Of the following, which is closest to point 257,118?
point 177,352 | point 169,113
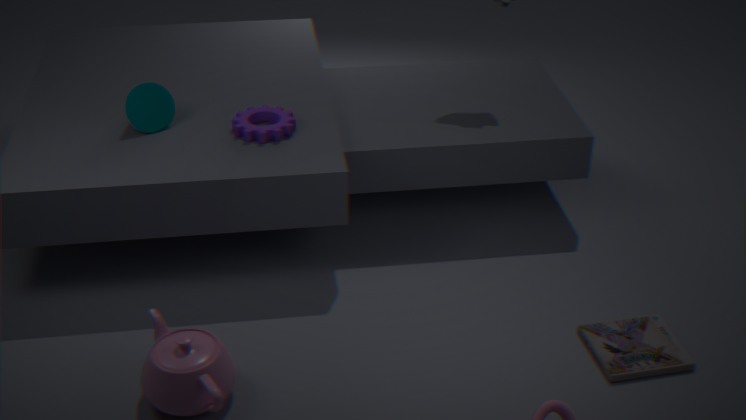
point 169,113
